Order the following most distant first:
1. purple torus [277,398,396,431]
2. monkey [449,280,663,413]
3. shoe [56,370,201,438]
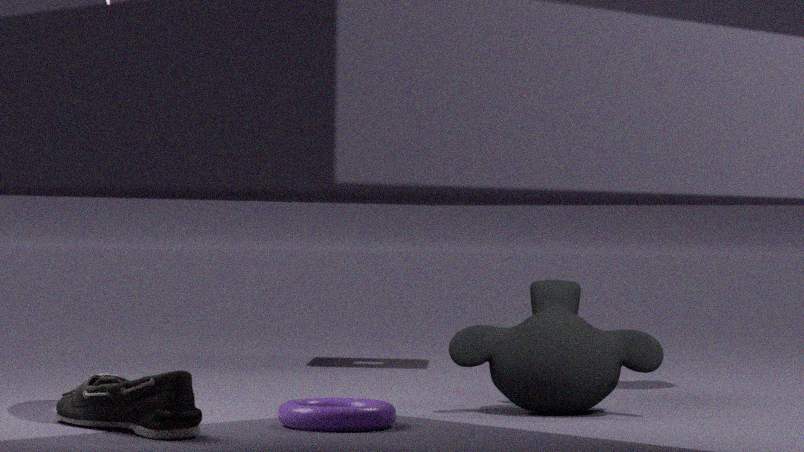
monkey [449,280,663,413] < purple torus [277,398,396,431] < shoe [56,370,201,438]
